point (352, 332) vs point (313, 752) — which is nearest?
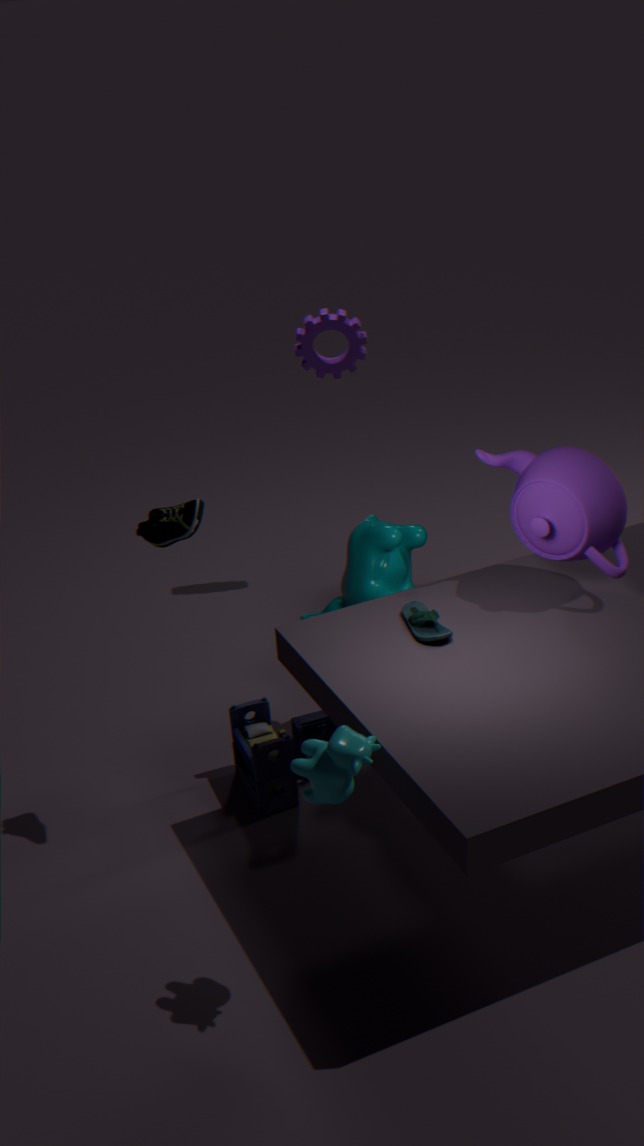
point (313, 752)
